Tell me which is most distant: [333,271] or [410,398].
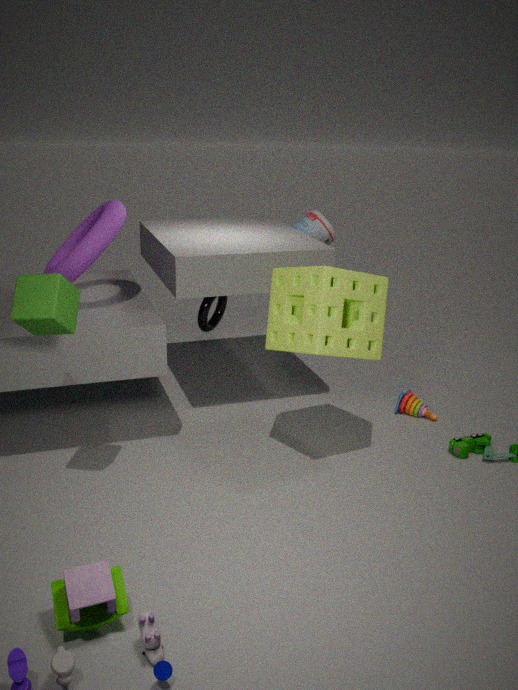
[410,398]
